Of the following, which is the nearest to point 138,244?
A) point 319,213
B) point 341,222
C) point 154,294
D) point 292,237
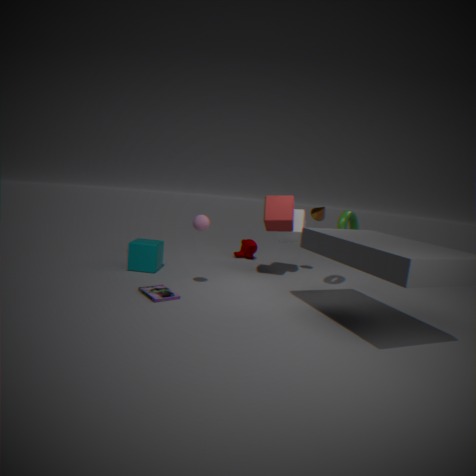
point 154,294
